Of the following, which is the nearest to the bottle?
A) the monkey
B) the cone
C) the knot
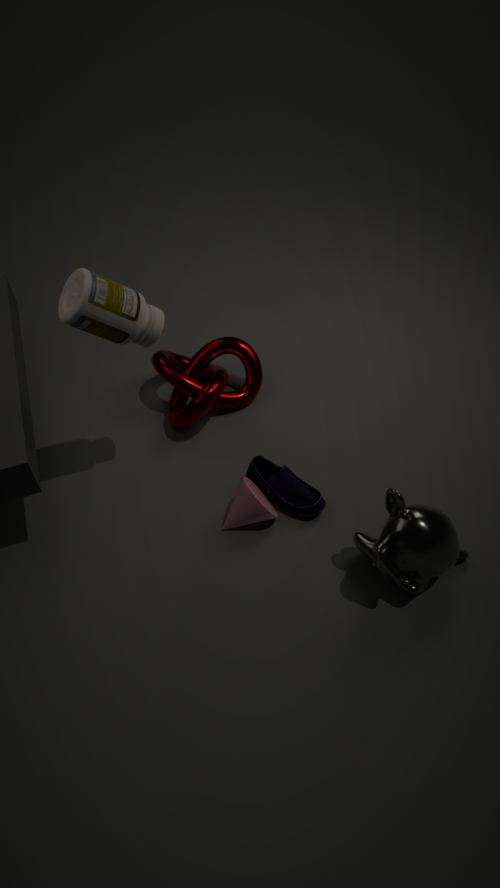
the knot
